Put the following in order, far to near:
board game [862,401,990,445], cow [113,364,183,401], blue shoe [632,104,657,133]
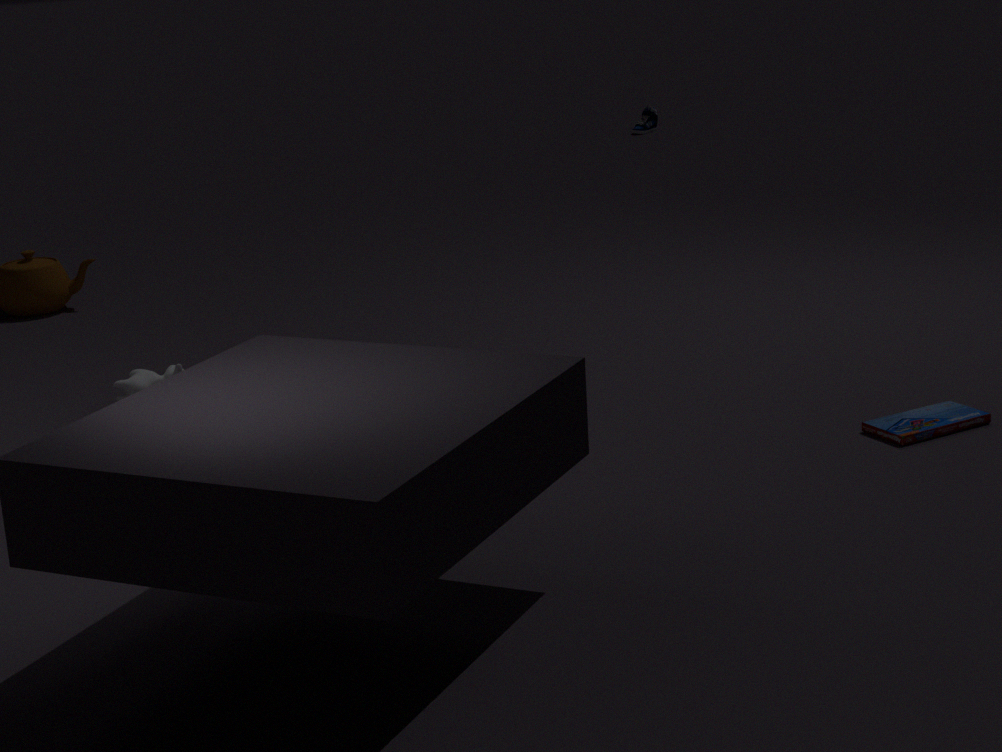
blue shoe [632,104,657,133], cow [113,364,183,401], board game [862,401,990,445]
